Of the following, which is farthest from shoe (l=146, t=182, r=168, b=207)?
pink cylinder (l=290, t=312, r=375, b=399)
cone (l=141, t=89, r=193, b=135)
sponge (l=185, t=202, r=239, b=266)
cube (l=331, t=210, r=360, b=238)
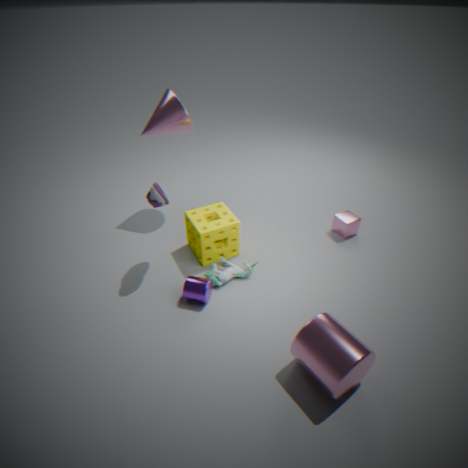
cube (l=331, t=210, r=360, b=238)
